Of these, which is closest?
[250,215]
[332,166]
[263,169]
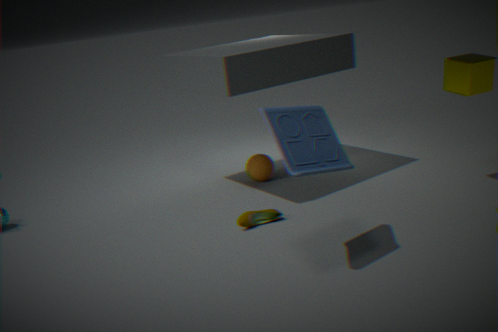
[332,166]
